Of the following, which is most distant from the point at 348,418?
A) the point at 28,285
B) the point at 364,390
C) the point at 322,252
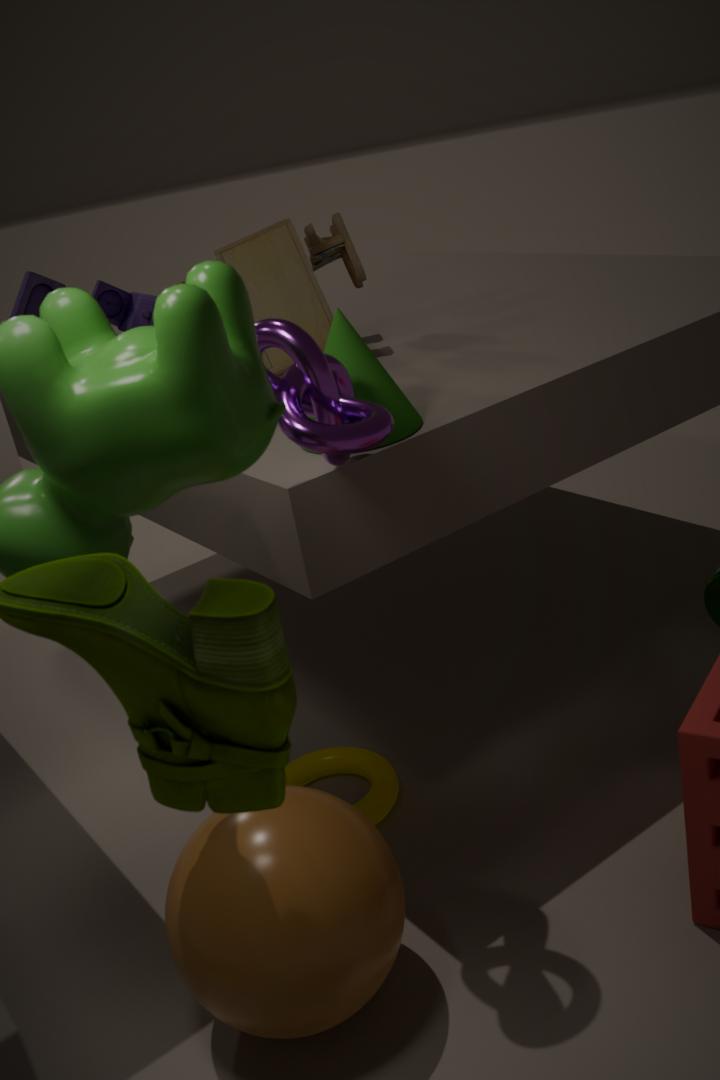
the point at 28,285
